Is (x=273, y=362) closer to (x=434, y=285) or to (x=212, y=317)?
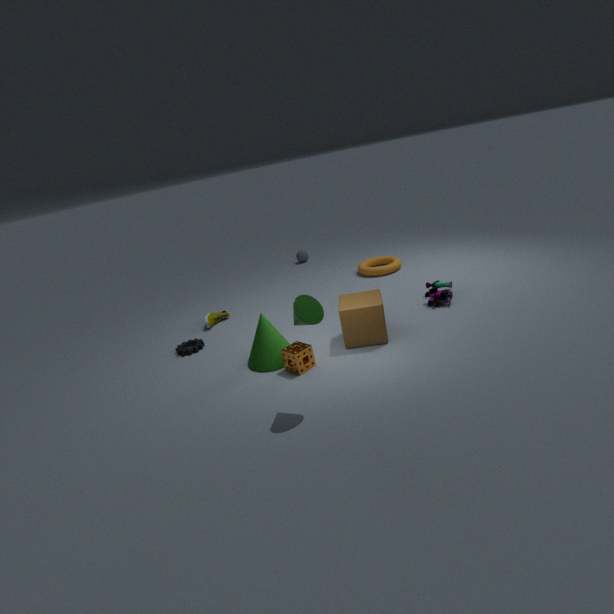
(x=212, y=317)
